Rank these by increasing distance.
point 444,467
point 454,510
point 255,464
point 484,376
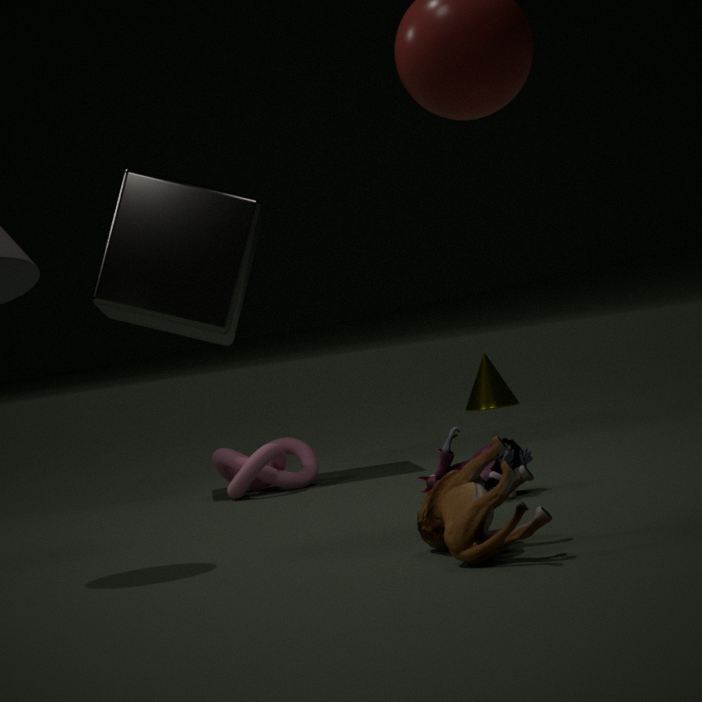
point 454,510, point 444,467, point 255,464, point 484,376
